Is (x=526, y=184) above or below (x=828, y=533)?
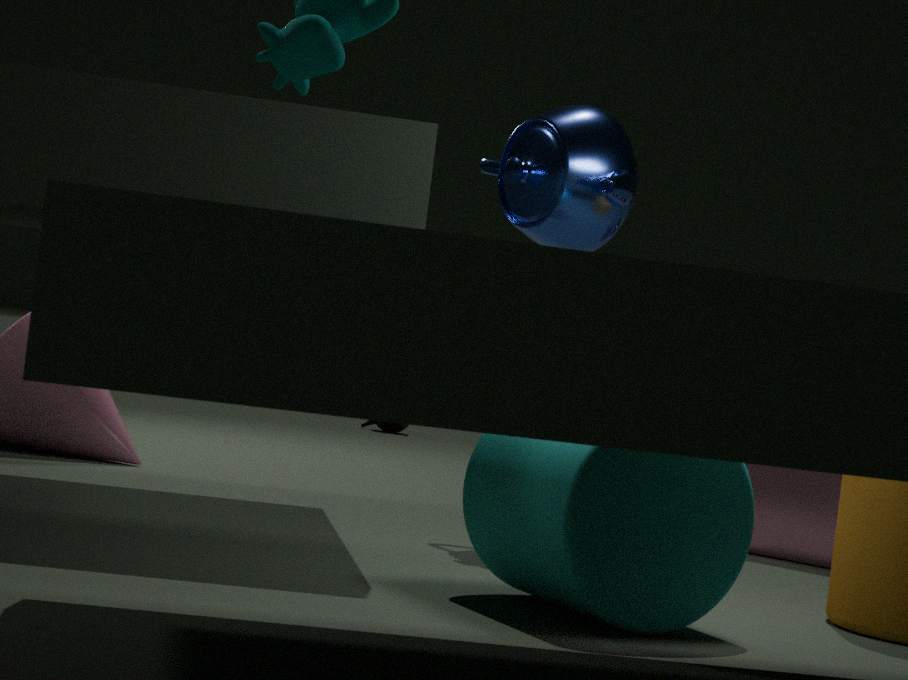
above
